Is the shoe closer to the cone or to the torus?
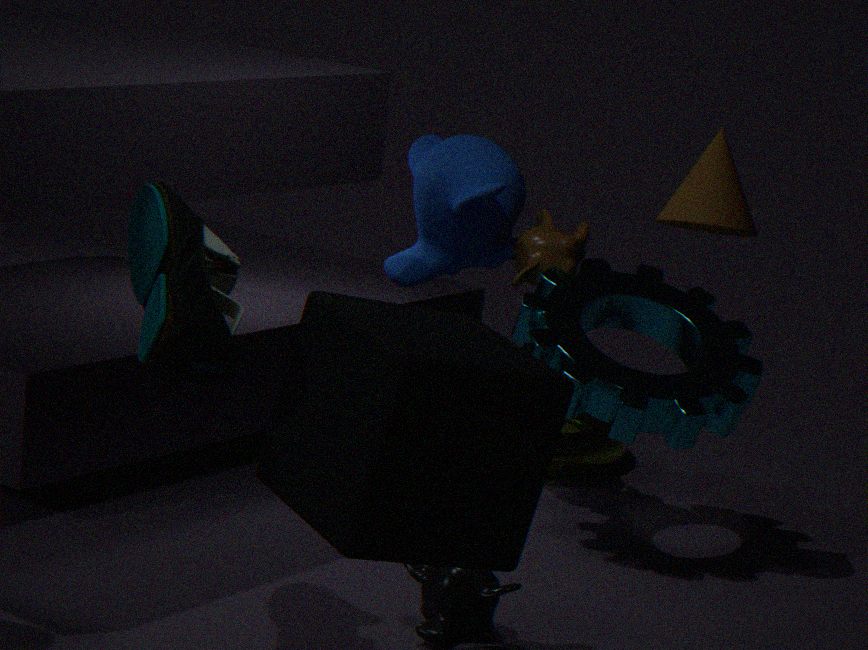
the cone
